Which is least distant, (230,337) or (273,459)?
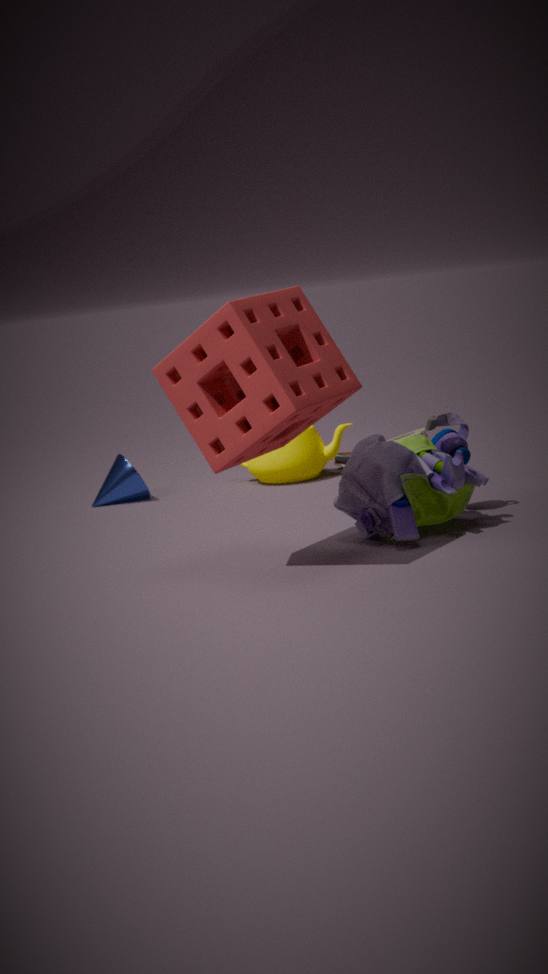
(230,337)
